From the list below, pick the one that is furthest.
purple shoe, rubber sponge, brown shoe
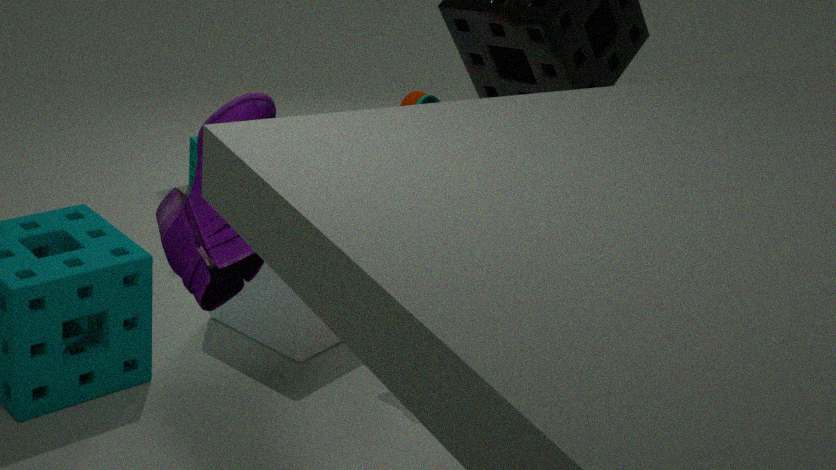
rubber sponge
